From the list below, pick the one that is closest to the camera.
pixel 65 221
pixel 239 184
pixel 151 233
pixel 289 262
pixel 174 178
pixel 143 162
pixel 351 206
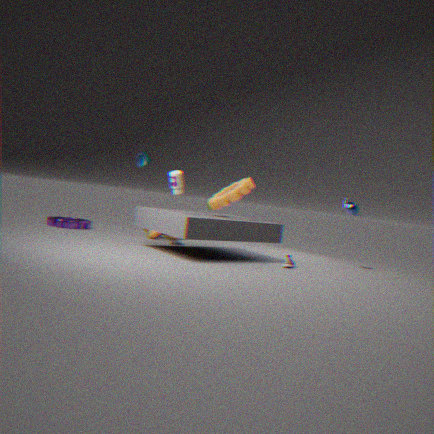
pixel 174 178
